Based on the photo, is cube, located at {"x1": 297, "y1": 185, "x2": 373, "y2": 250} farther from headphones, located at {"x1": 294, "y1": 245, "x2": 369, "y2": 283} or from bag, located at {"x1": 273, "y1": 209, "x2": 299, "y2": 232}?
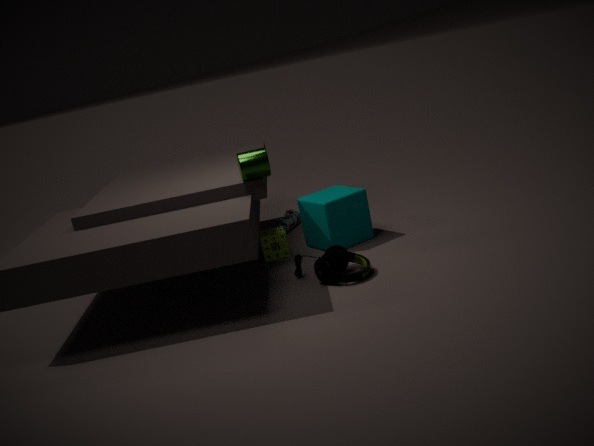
bag, located at {"x1": 273, "y1": 209, "x2": 299, "y2": 232}
